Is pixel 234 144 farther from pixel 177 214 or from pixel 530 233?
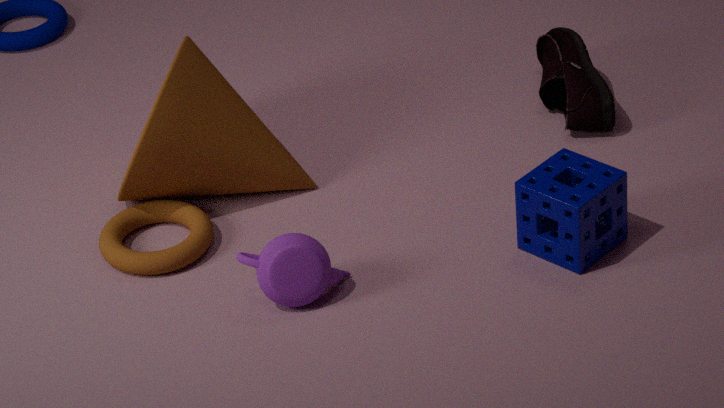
pixel 530 233
